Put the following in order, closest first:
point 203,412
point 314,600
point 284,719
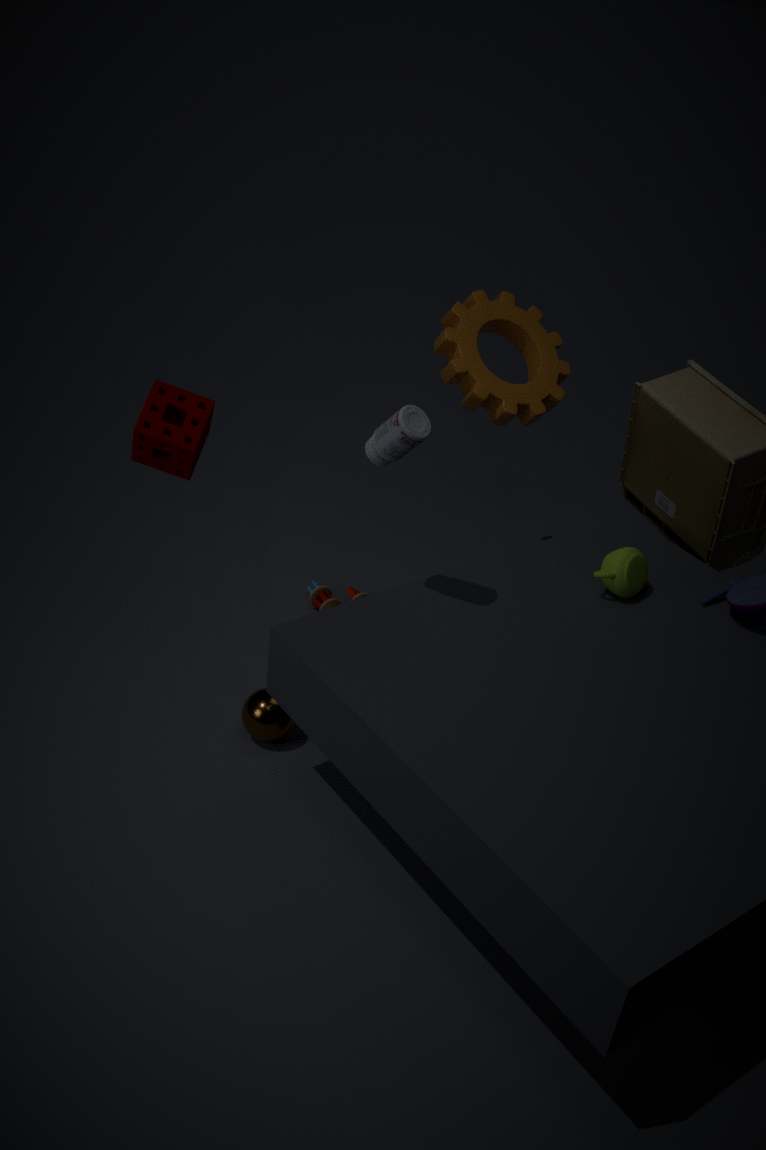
1. point 203,412
2. point 284,719
3. point 314,600
